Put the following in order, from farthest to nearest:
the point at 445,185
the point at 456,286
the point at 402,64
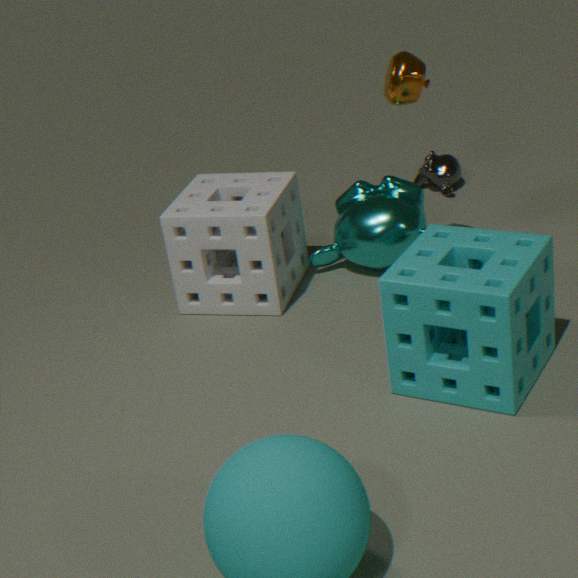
1. the point at 445,185
2. the point at 402,64
3. the point at 456,286
